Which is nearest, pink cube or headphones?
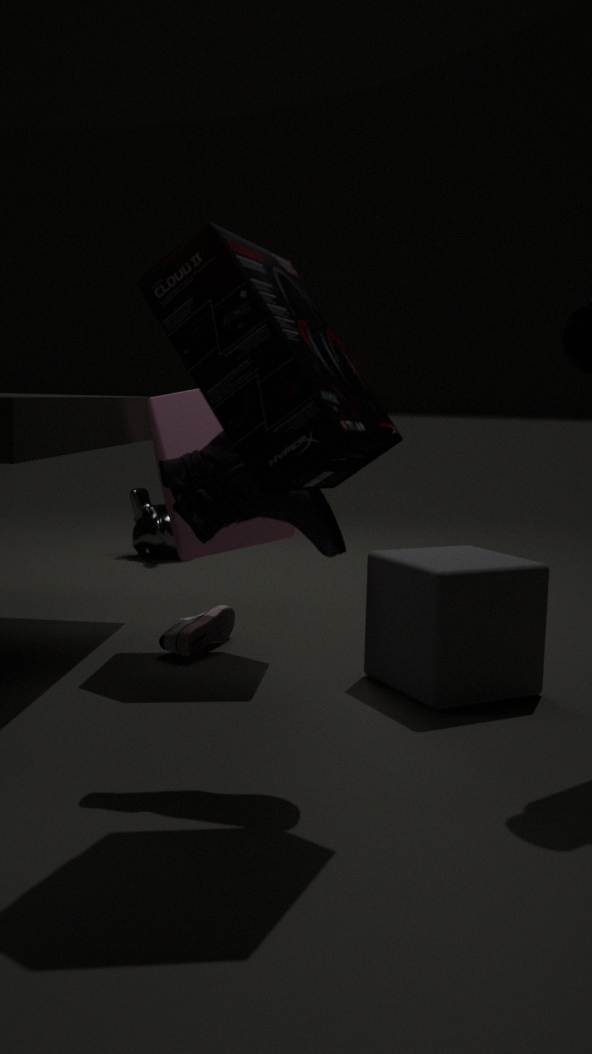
headphones
